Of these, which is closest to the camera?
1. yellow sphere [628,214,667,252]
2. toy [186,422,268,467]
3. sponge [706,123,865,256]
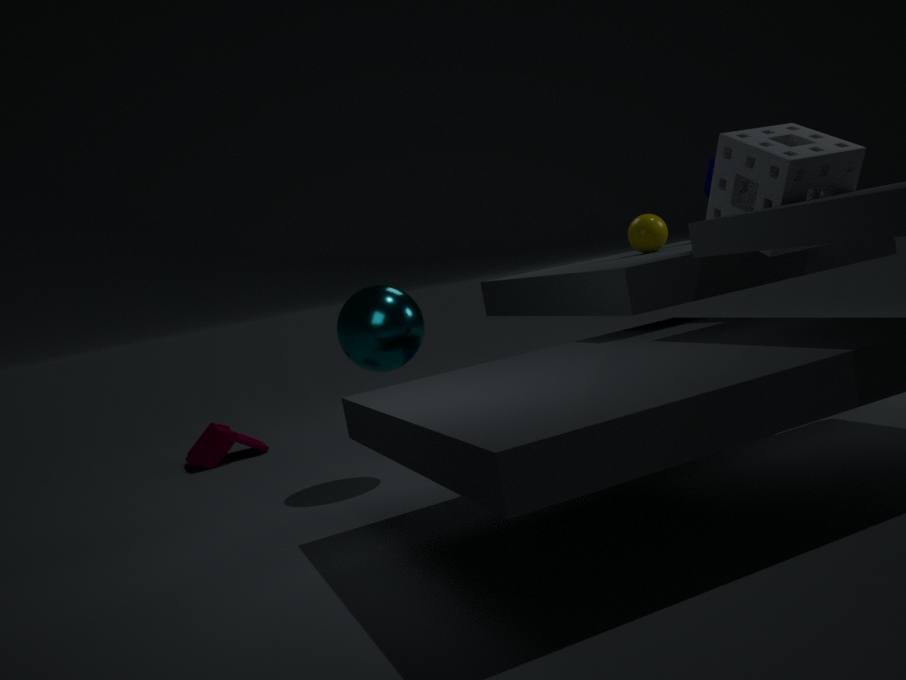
sponge [706,123,865,256]
